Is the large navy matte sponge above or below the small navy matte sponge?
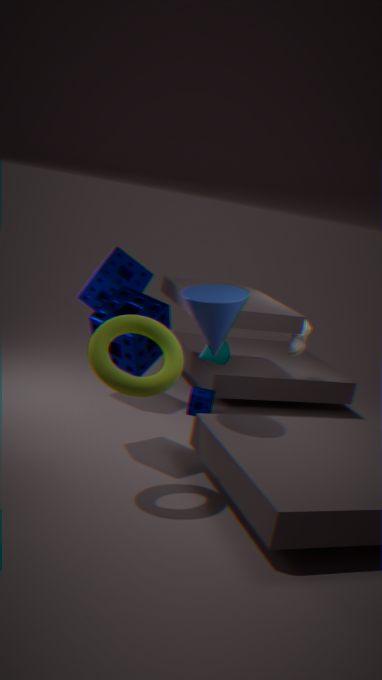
above
